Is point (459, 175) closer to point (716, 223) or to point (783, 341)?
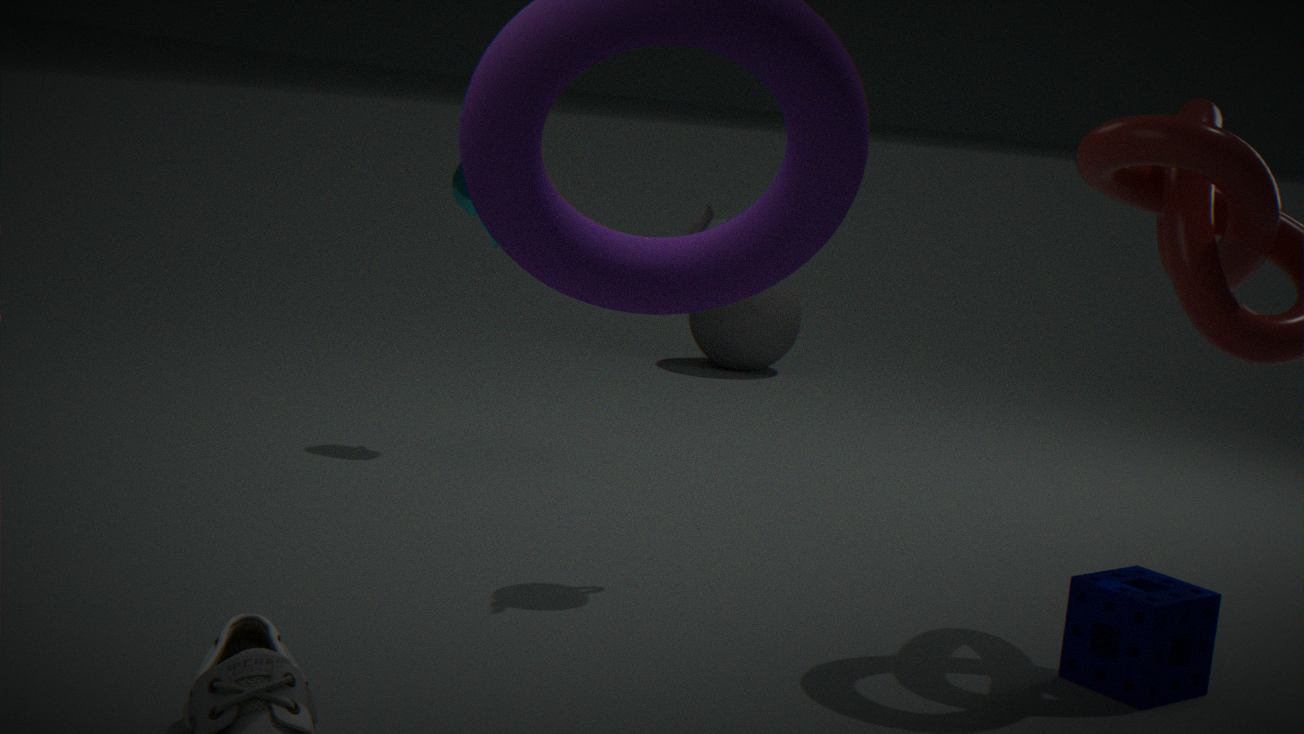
point (716, 223)
